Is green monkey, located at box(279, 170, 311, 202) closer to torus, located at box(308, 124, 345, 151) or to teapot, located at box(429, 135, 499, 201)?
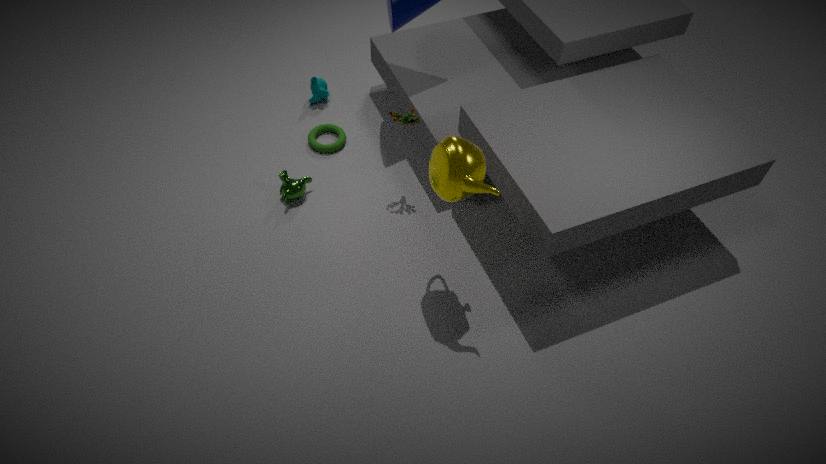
torus, located at box(308, 124, 345, 151)
